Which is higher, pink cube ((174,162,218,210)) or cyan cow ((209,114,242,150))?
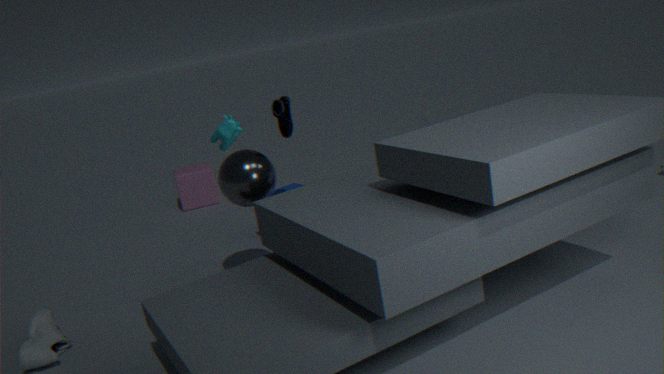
cyan cow ((209,114,242,150))
